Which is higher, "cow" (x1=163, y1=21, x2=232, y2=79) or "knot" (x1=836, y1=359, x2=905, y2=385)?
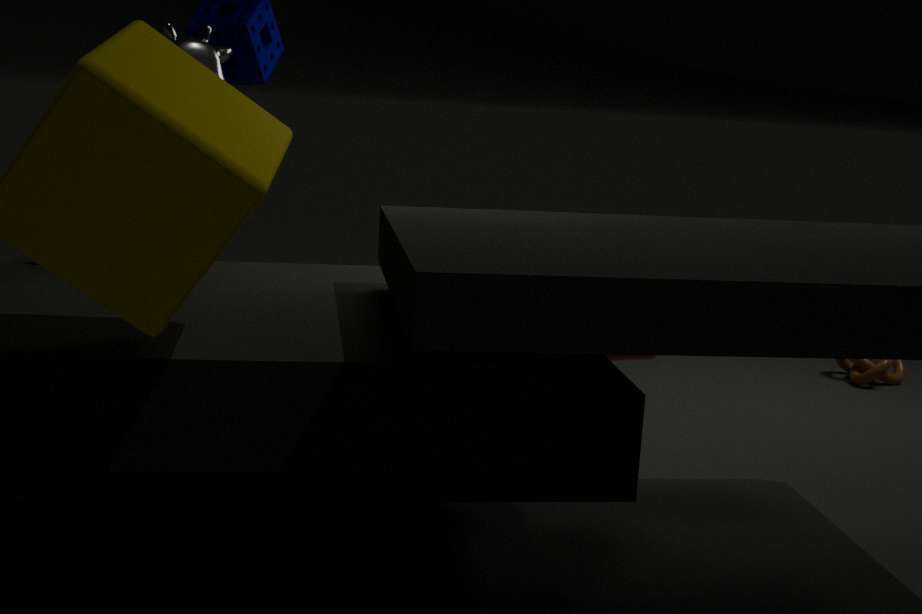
"cow" (x1=163, y1=21, x2=232, y2=79)
